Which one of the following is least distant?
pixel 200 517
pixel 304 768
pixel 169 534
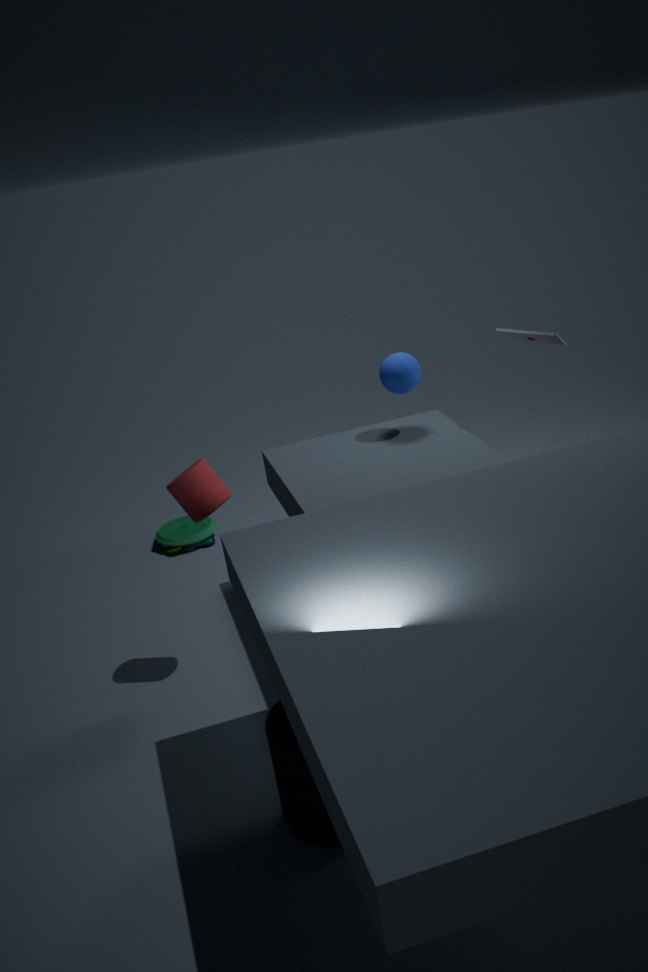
pixel 304 768
